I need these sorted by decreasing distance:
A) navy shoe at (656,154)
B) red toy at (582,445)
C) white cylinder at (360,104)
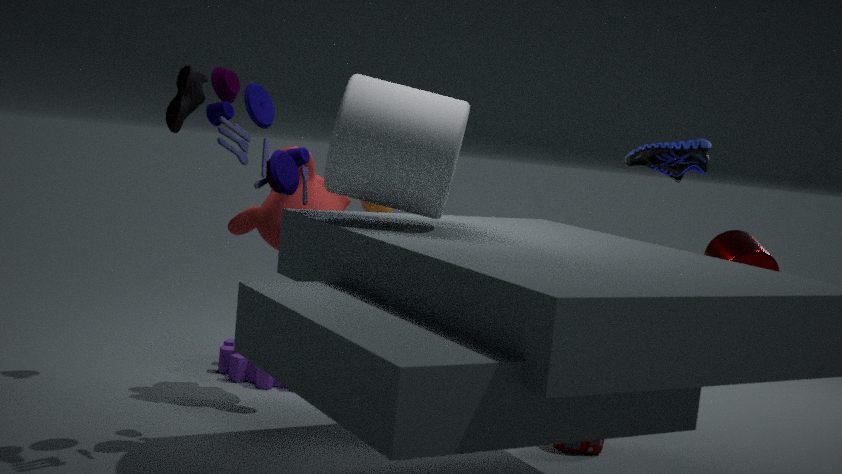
navy shoe at (656,154)
red toy at (582,445)
white cylinder at (360,104)
